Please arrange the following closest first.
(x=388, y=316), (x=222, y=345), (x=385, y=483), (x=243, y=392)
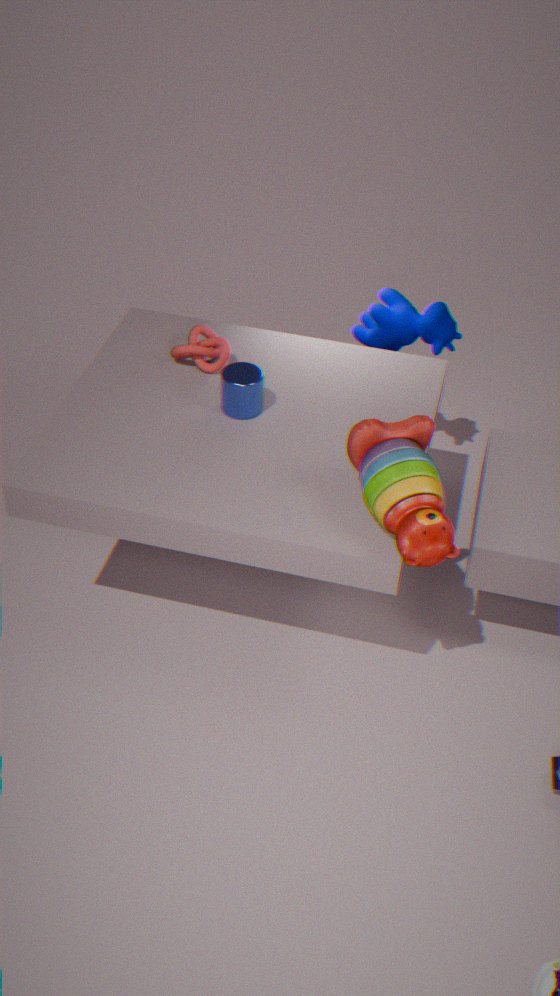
(x=385, y=483) → (x=243, y=392) → (x=222, y=345) → (x=388, y=316)
